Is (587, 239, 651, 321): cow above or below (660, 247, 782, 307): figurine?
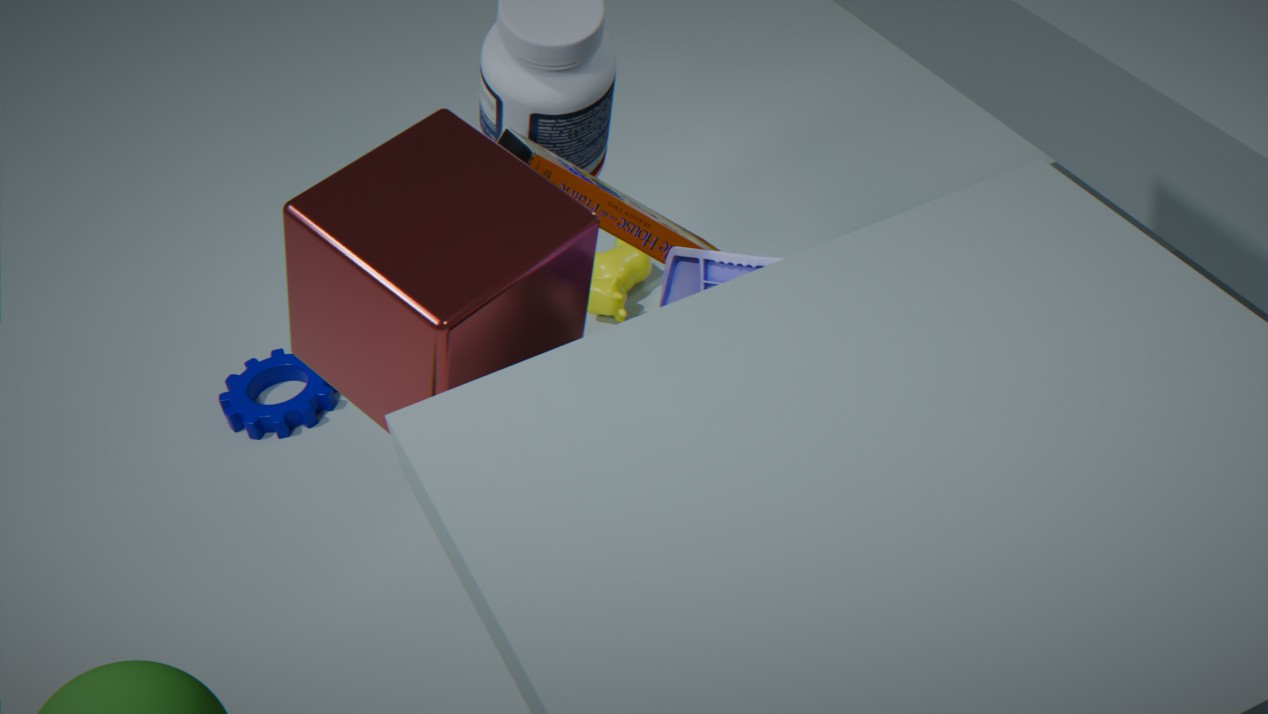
below
